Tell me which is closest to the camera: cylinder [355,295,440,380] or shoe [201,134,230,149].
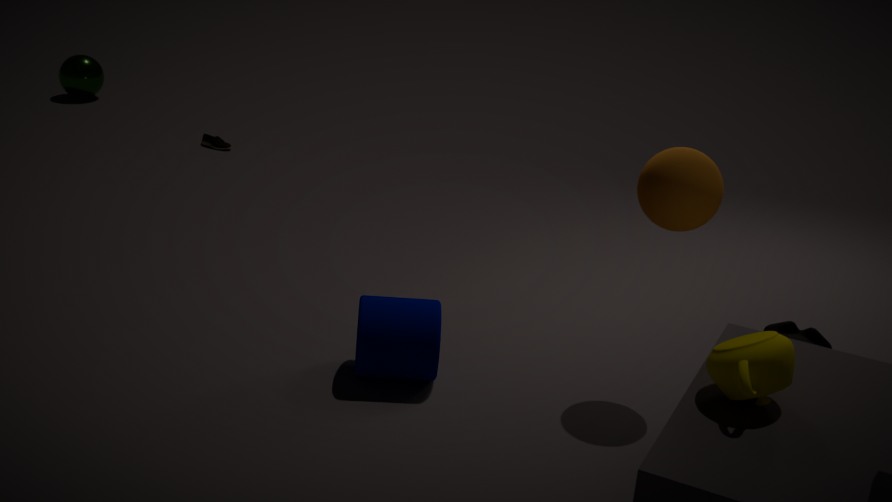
cylinder [355,295,440,380]
